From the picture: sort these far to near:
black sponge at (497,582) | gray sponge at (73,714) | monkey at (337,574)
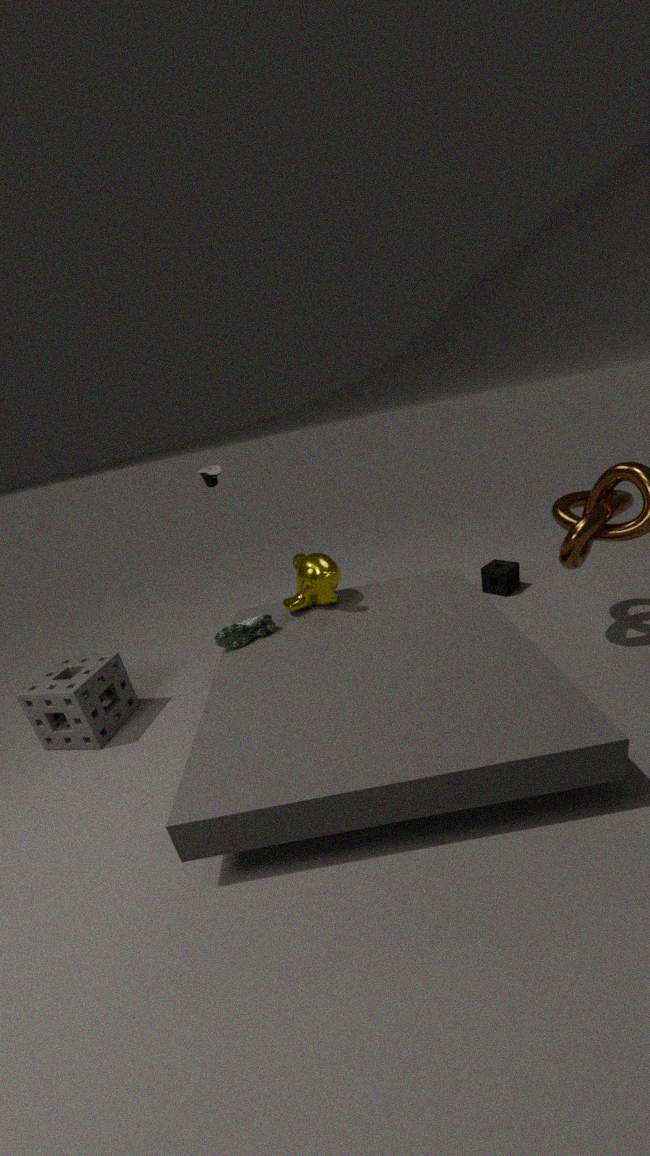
black sponge at (497,582) → monkey at (337,574) → gray sponge at (73,714)
